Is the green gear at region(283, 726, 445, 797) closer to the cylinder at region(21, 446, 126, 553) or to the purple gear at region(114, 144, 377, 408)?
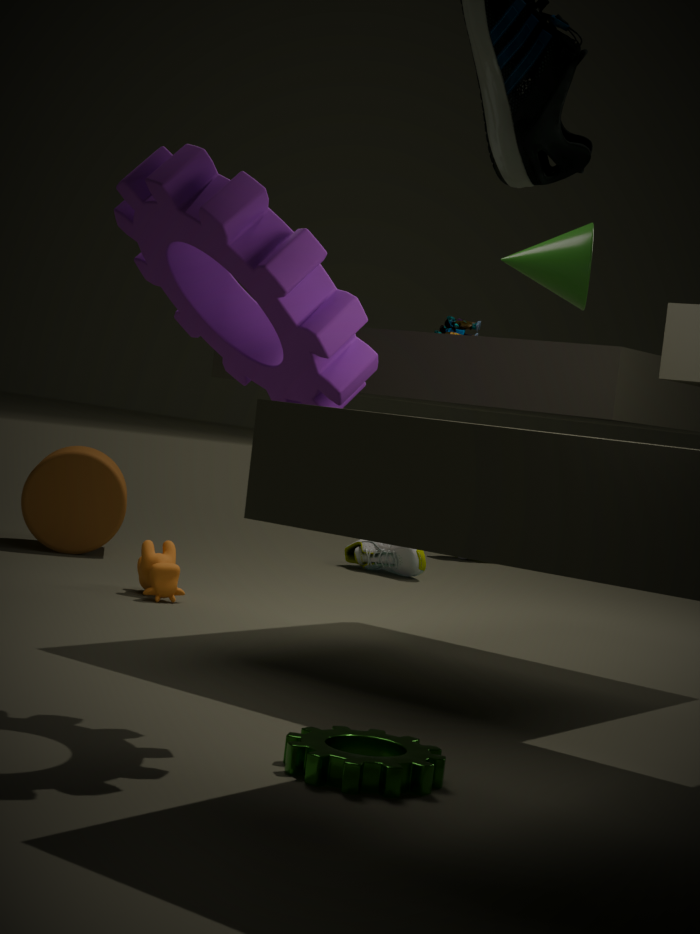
the purple gear at region(114, 144, 377, 408)
